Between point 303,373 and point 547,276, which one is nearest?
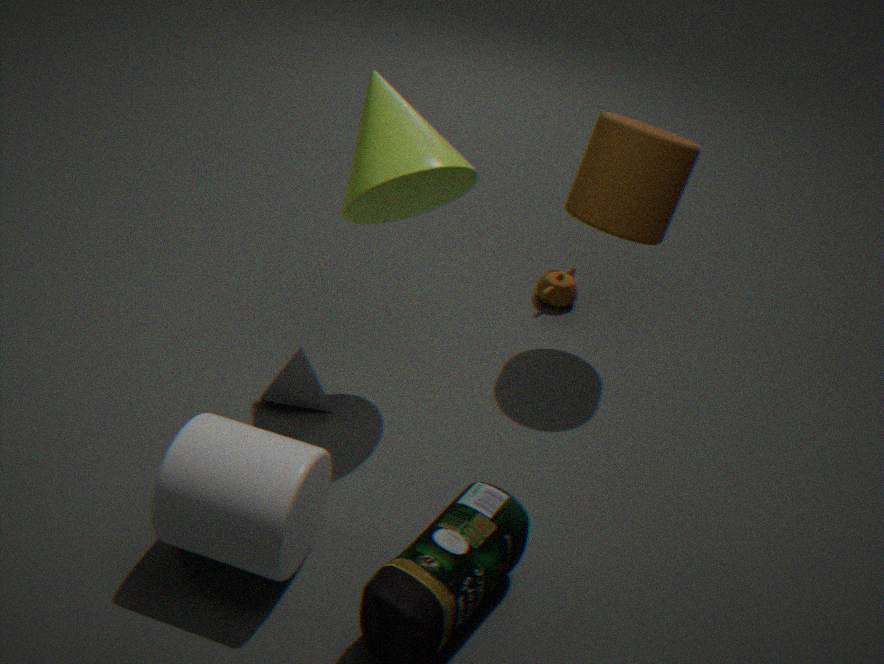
point 303,373
